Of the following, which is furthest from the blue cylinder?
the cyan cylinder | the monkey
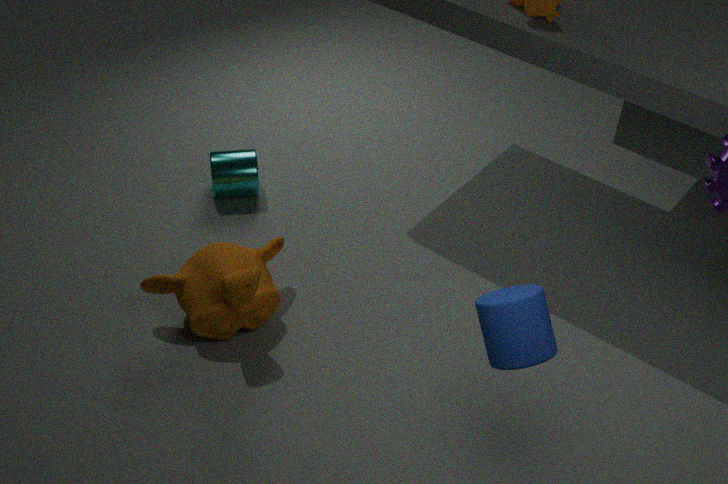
the cyan cylinder
